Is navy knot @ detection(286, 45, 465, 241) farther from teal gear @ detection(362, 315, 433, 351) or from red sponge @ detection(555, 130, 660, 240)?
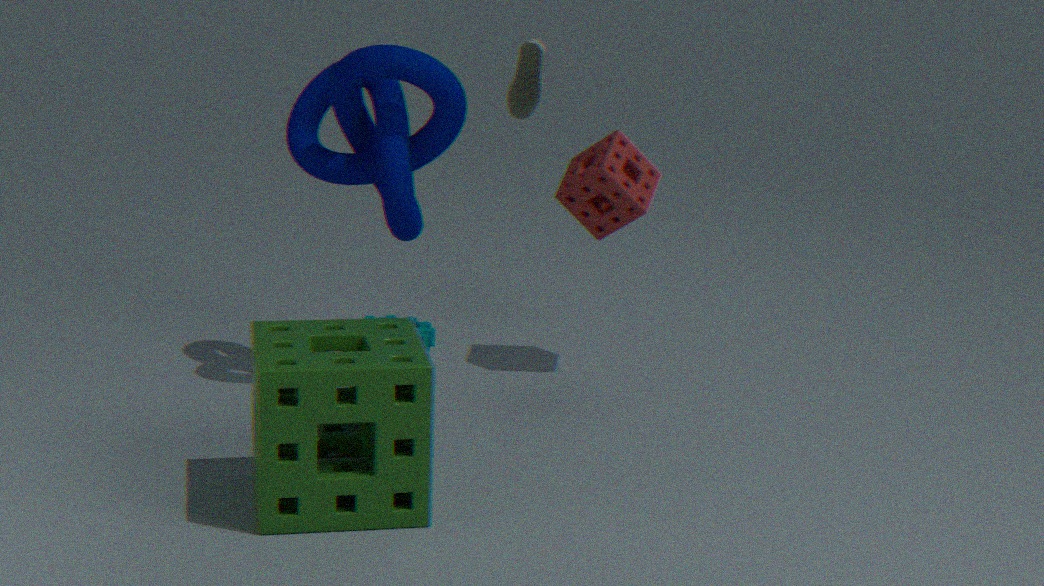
teal gear @ detection(362, 315, 433, 351)
